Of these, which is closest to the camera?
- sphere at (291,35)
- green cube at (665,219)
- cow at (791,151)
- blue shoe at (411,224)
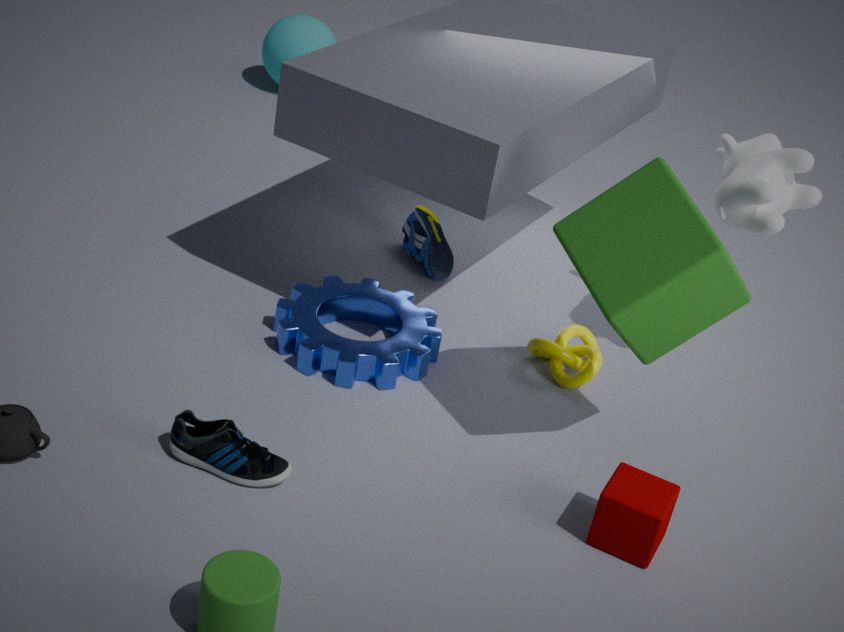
green cube at (665,219)
